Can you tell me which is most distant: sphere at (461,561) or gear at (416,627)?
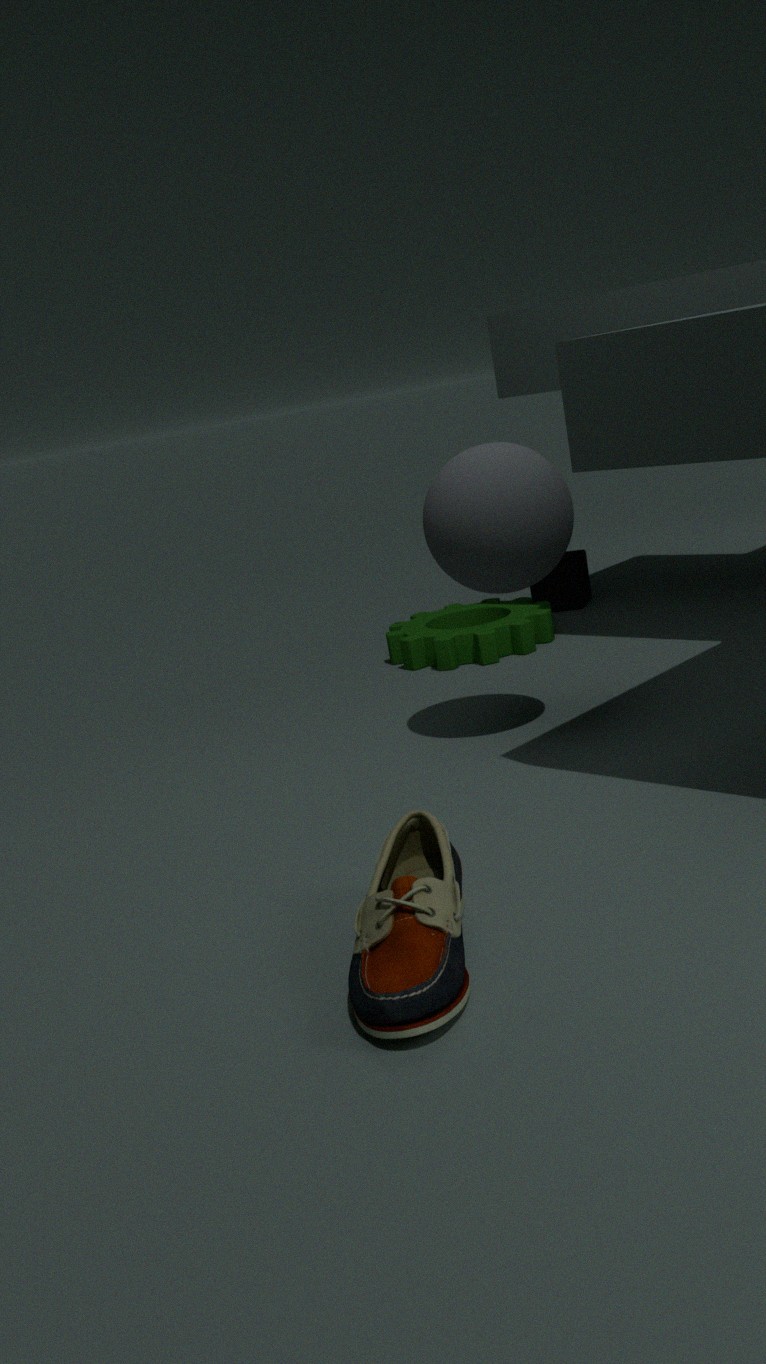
gear at (416,627)
